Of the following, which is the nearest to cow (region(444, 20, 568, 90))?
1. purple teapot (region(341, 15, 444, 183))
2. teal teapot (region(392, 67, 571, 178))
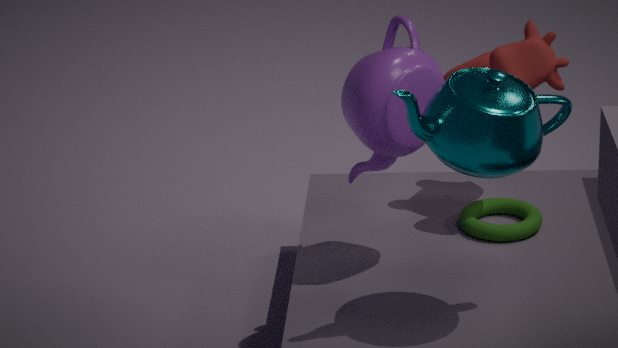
purple teapot (region(341, 15, 444, 183))
